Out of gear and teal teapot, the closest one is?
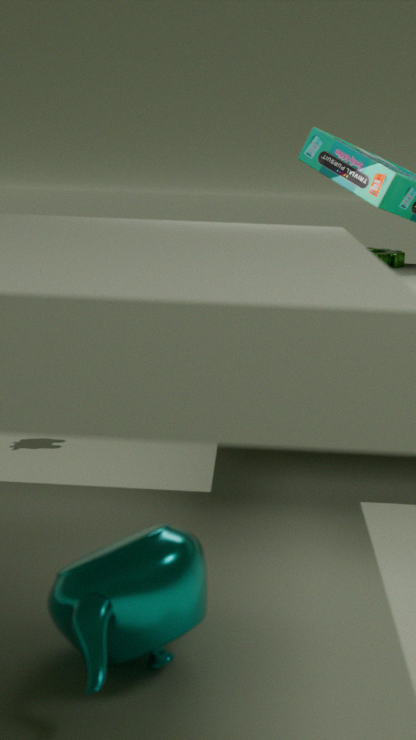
teal teapot
